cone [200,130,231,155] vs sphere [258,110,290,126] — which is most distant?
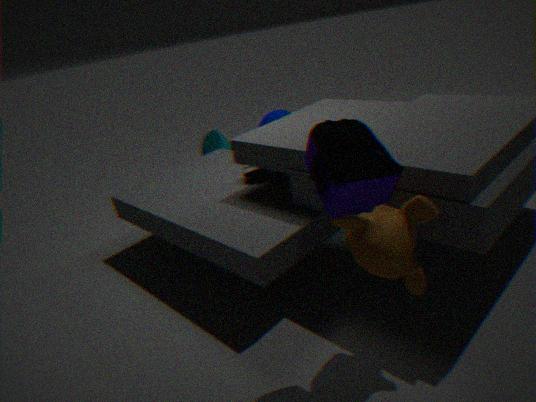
cone [200,130,231,155]
